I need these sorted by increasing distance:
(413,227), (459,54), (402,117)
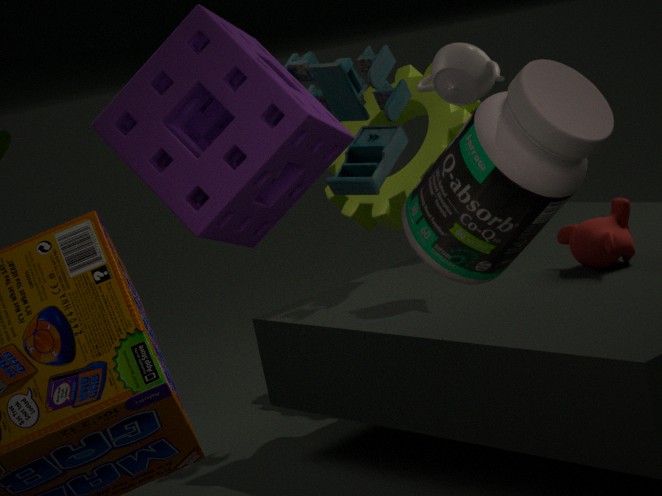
(413,227) → (459,54) → (402,117)
